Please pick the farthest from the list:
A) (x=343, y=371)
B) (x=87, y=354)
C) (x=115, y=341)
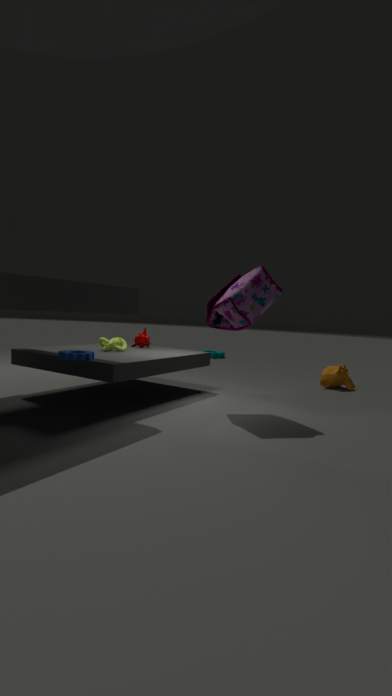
(x=343, y=371)
